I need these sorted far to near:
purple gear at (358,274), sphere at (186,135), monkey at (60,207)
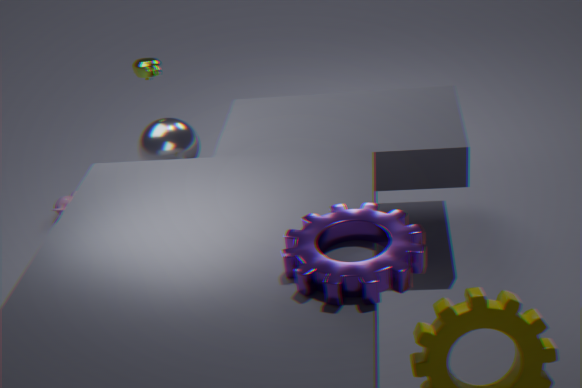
monkey at (60,207)
sphere at (186,135)
purple gear at (358,274)
